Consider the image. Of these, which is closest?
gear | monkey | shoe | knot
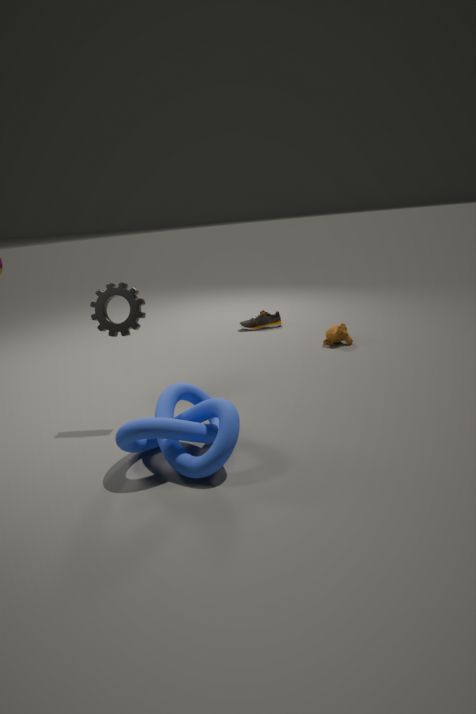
knot
